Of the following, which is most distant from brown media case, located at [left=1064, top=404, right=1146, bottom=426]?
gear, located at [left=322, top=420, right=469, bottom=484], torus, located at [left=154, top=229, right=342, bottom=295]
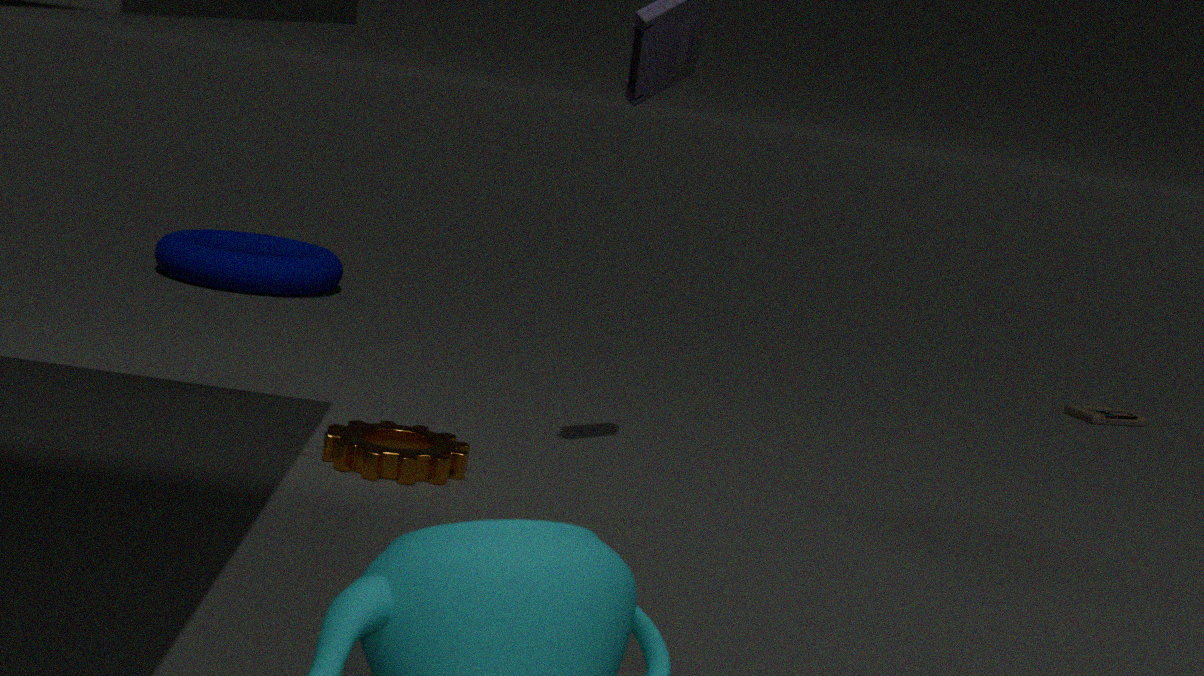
gear, located at [left=322, top=420, right=469, bottom=484]
